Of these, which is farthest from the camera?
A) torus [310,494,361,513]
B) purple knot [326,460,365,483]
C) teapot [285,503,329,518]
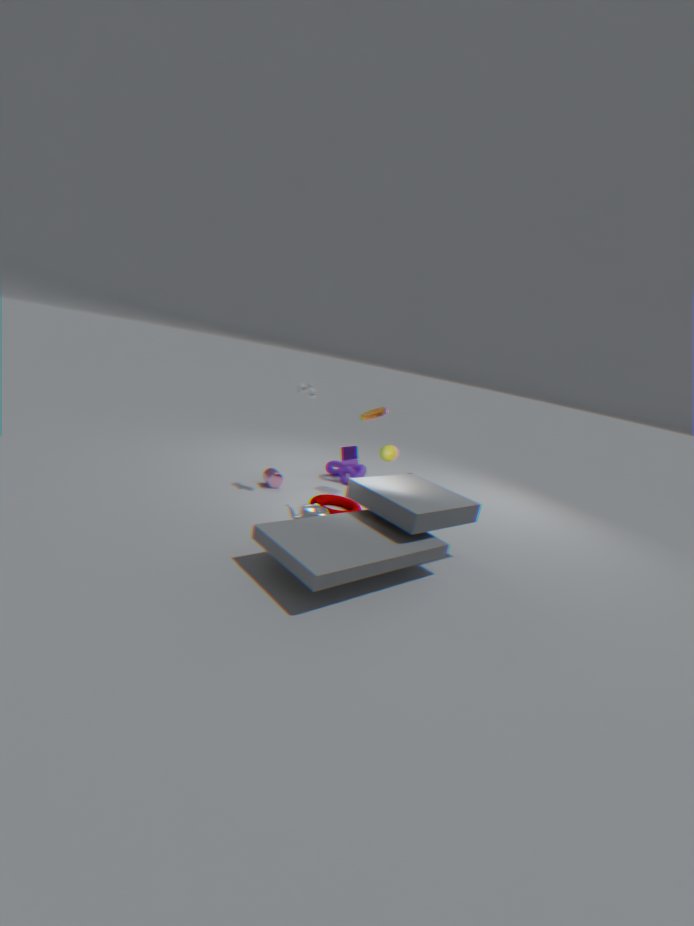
purple knot [326,460,365,483]
